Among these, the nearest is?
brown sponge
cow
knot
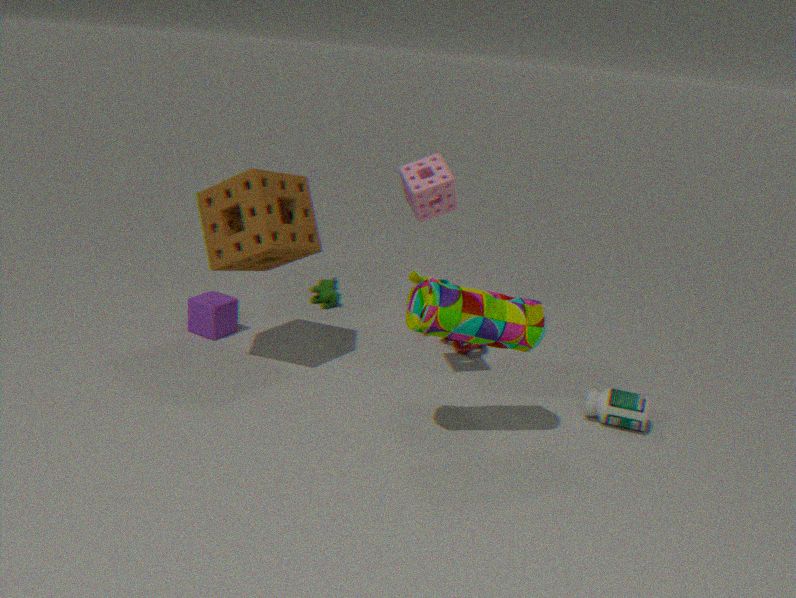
brown sponge
